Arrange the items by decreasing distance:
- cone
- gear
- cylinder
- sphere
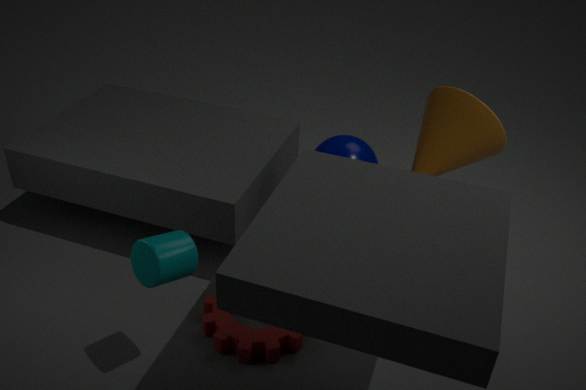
sphere
gear
cone
cylinder
